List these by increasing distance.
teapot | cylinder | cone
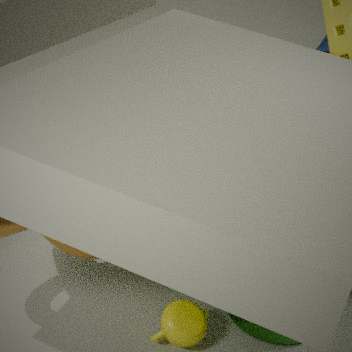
teapot, cylinder, cone
